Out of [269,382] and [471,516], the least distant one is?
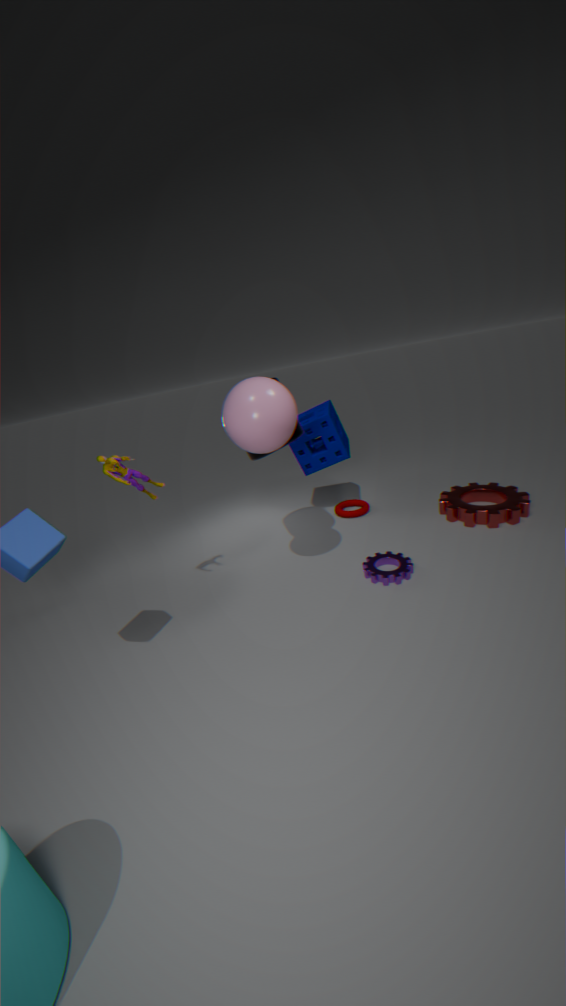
[269,382]
